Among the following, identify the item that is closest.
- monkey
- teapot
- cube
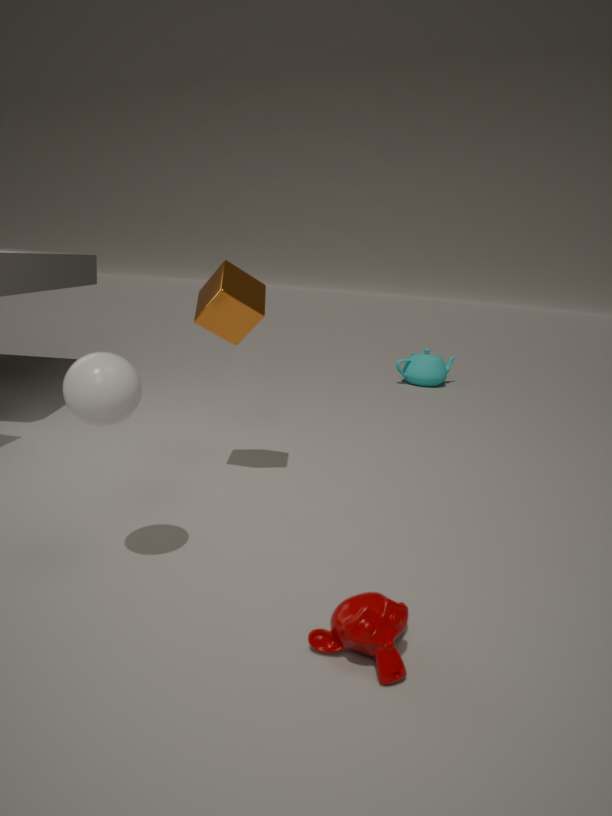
monkey
